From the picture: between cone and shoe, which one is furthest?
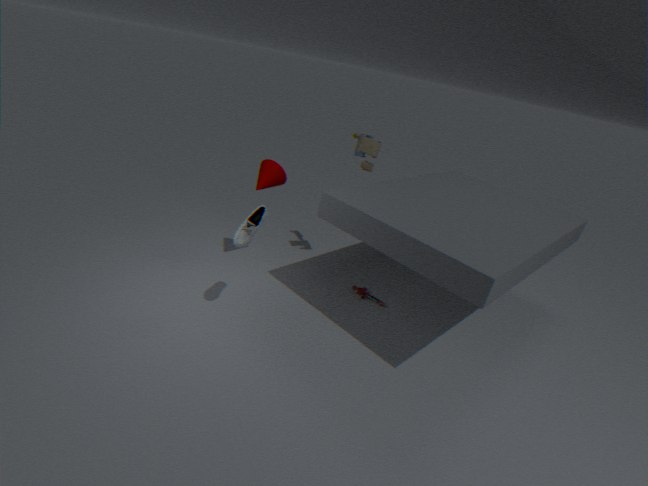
cone
